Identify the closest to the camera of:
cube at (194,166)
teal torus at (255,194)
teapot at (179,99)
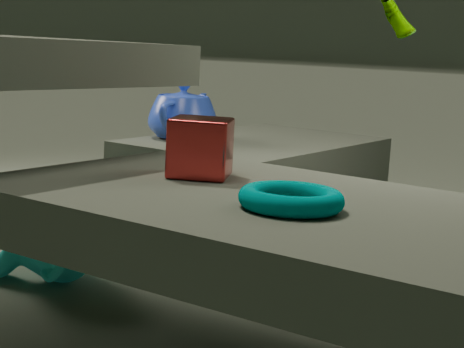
teal torus at (255,194)
